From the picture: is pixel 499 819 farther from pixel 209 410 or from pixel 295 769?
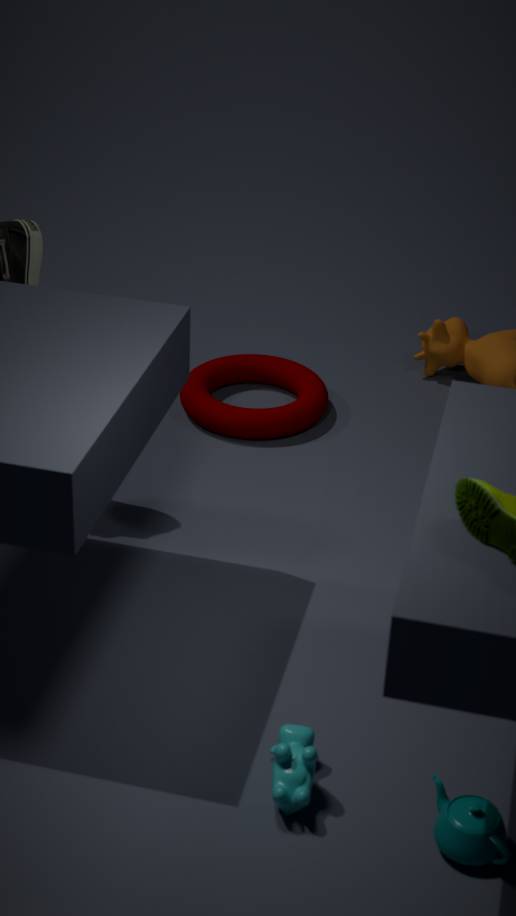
pixel 209 410
